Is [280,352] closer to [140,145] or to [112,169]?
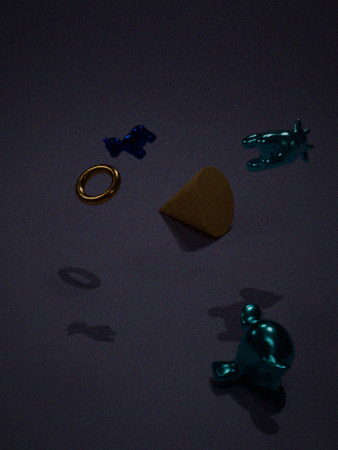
[140,145]
